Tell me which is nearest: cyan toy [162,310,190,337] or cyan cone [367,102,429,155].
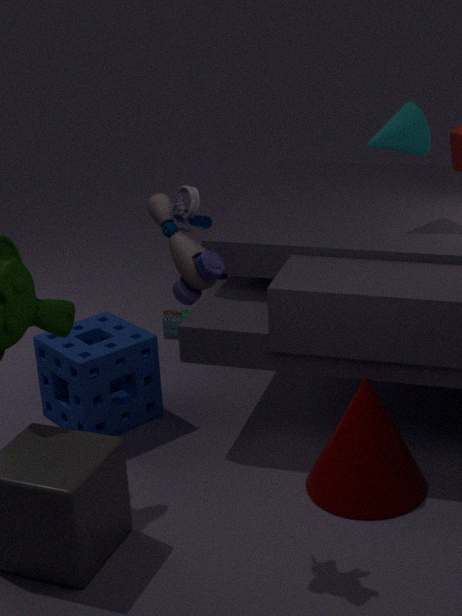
cyan cone [367,102,429,155]
